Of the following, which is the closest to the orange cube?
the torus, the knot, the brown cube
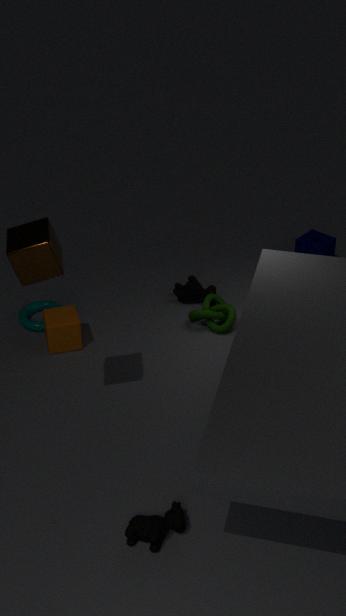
the torus
